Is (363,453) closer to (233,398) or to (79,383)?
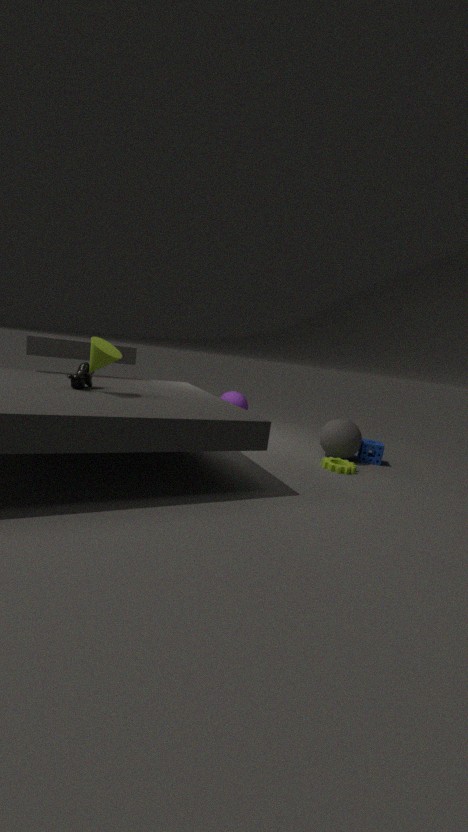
(233,398)
